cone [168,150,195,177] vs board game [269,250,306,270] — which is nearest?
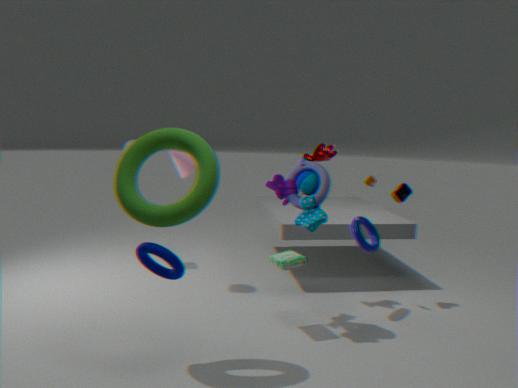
board game [269,250,306,270]
